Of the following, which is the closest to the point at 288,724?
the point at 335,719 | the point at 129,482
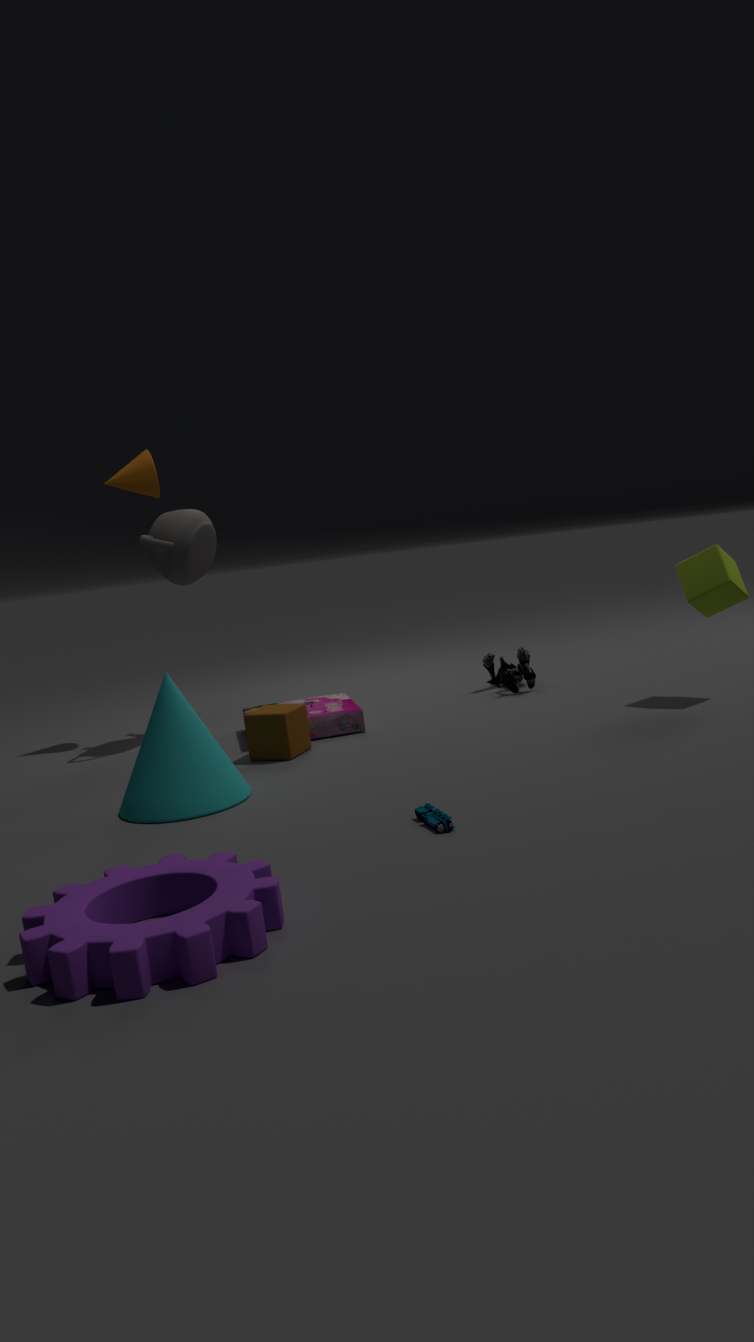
the point at 335,719
